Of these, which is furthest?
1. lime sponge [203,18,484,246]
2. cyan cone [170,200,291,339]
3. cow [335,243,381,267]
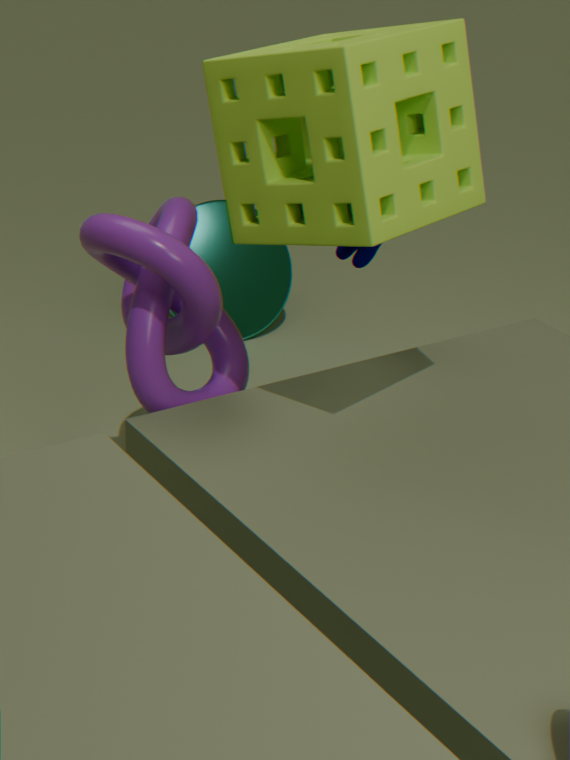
cyan cone [170,200,291,339]
